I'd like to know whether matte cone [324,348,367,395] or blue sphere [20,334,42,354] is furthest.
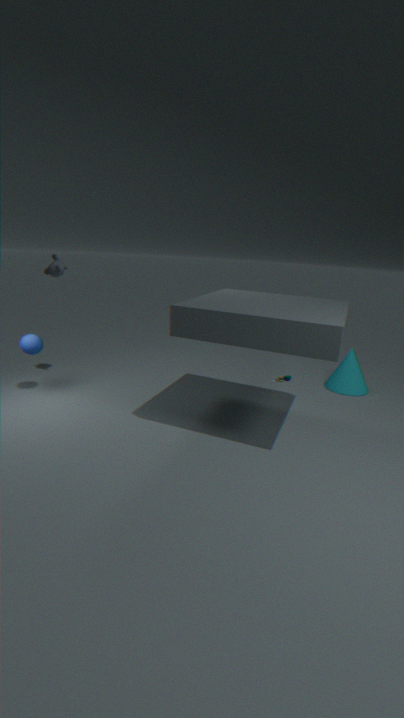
matte cone [324,348,367,395]
